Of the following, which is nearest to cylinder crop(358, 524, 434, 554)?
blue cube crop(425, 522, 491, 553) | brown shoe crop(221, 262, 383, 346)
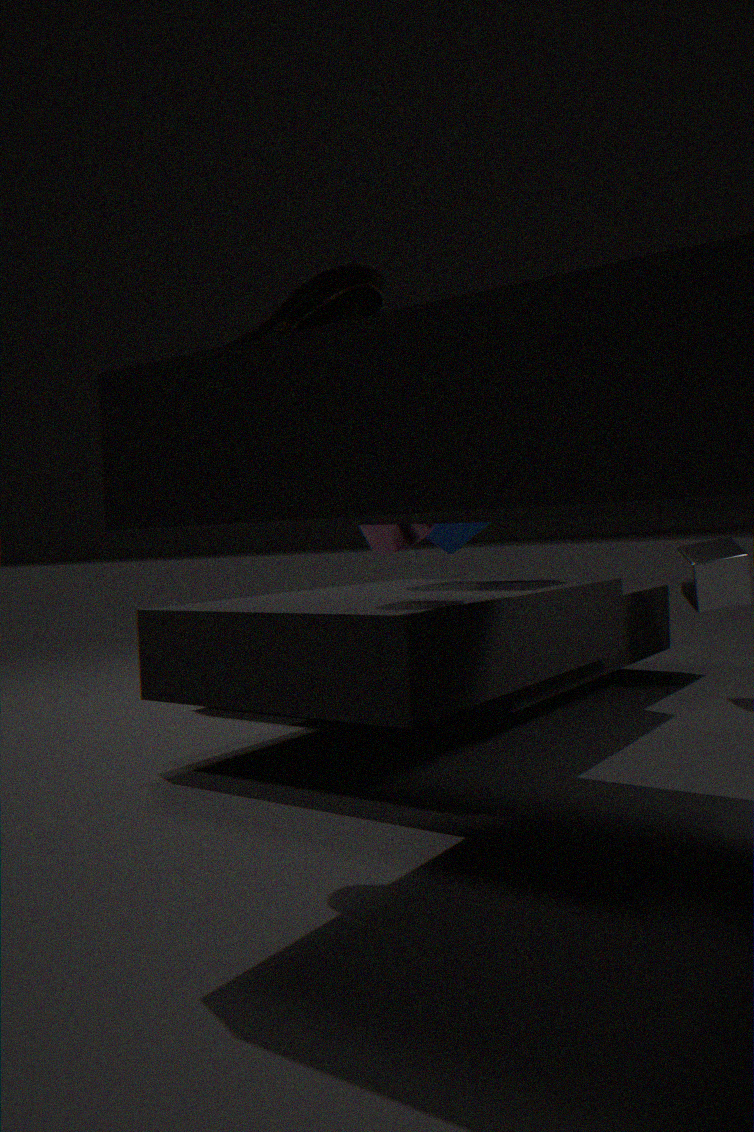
brown shoe crop(221, 262, 383, 346)
